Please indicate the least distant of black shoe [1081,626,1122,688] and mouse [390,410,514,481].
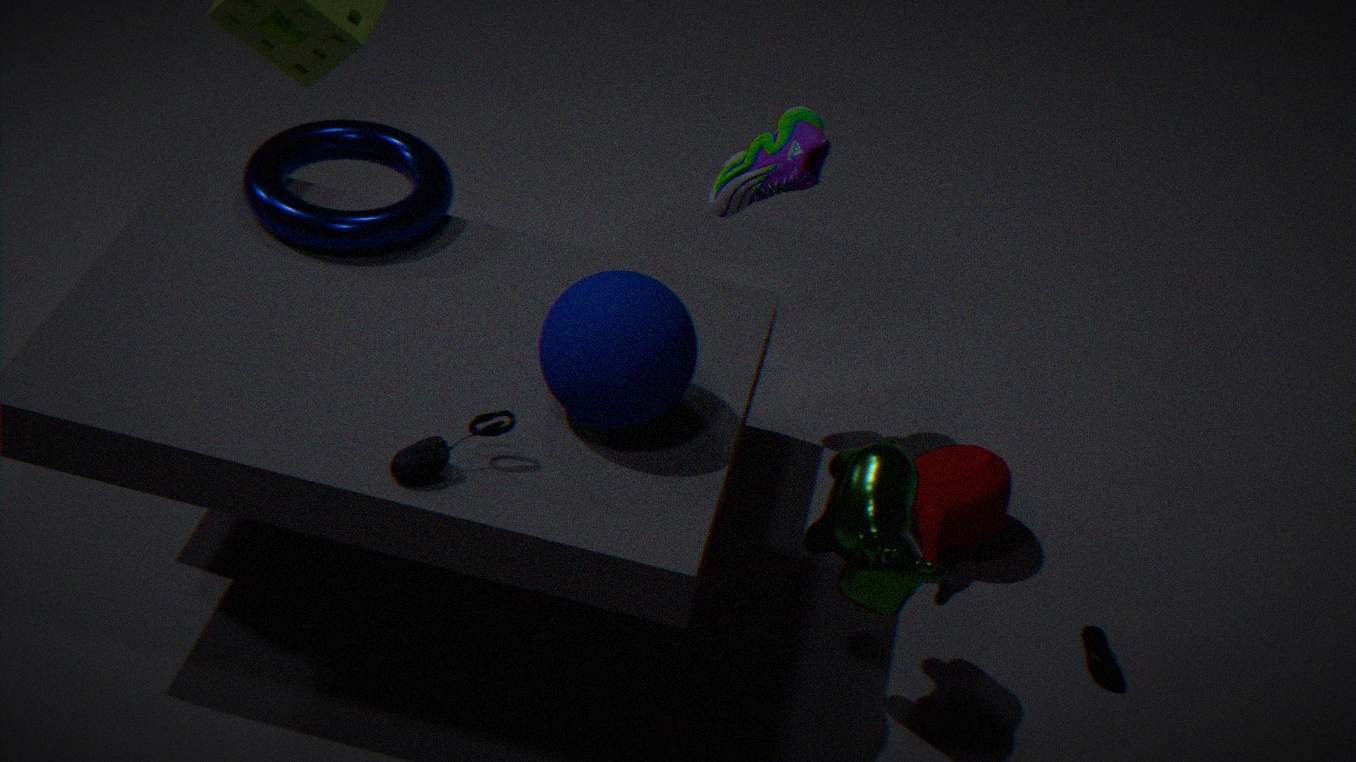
mouse [390,410,514,481]
